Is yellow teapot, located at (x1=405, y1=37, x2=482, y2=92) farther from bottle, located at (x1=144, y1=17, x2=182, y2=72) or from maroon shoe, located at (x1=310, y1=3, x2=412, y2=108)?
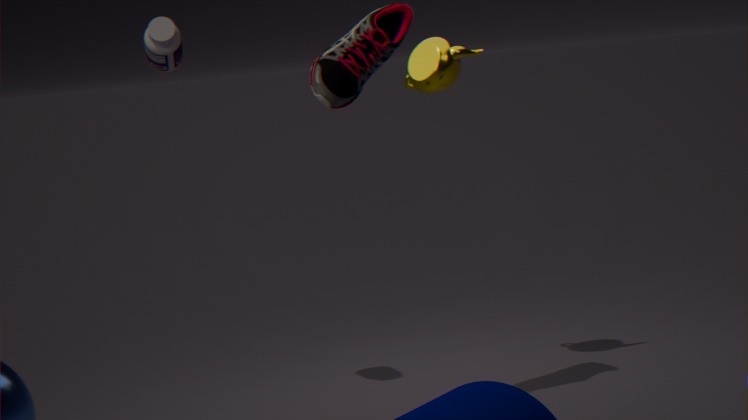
bottle, located at (x1=144, y1=17, x2=182, y2=72)
